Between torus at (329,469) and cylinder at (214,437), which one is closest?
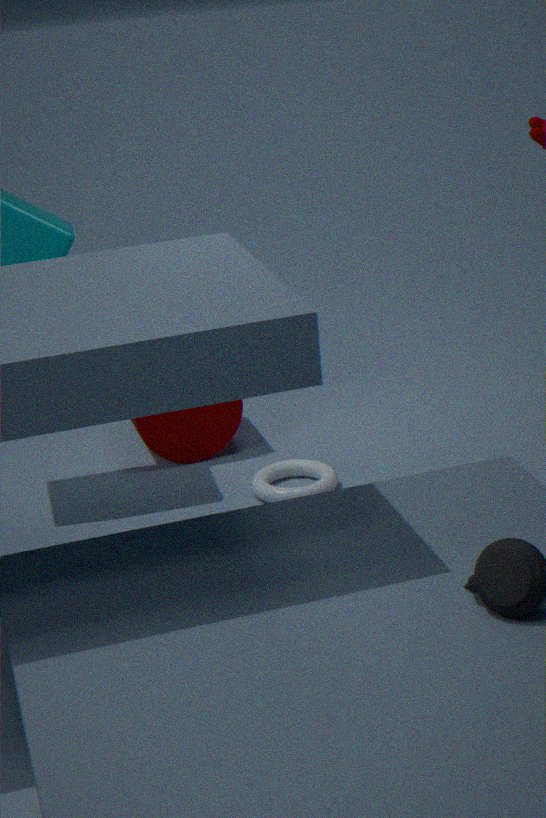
torus at (329,469)
